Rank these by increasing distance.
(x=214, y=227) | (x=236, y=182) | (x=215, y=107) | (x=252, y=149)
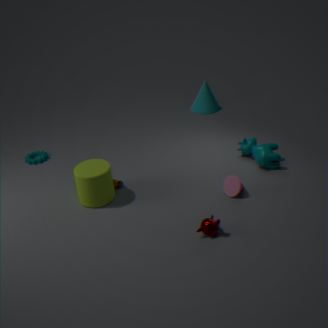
(x=214, y=227) < (x=236, y=182) < (x=252, y=149) < (x=215, y=107)
